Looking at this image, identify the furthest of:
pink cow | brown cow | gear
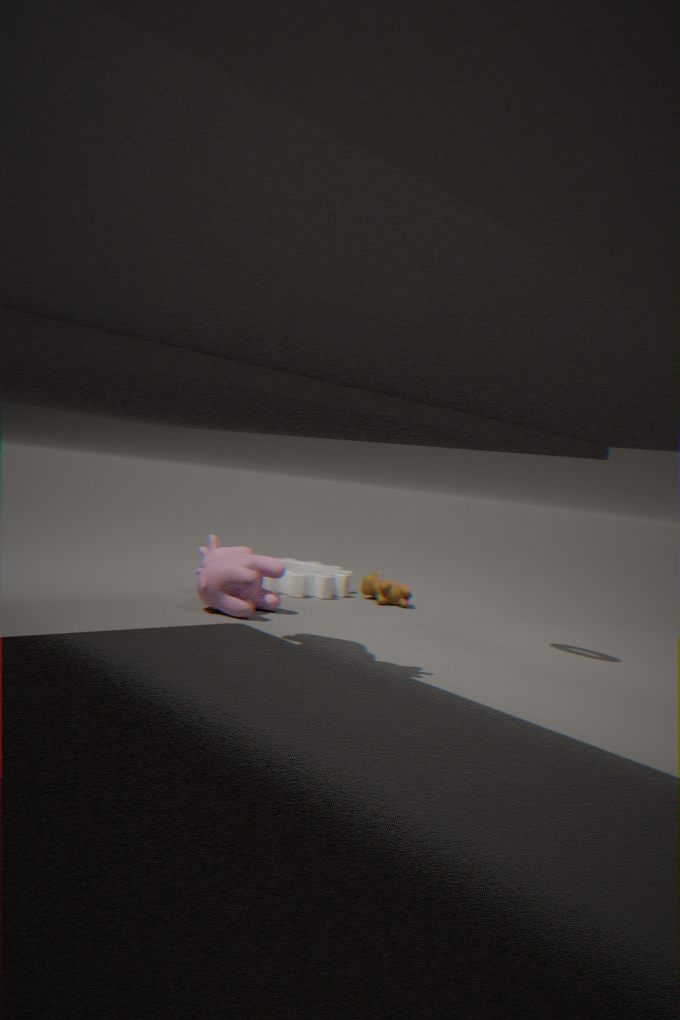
brown cow
